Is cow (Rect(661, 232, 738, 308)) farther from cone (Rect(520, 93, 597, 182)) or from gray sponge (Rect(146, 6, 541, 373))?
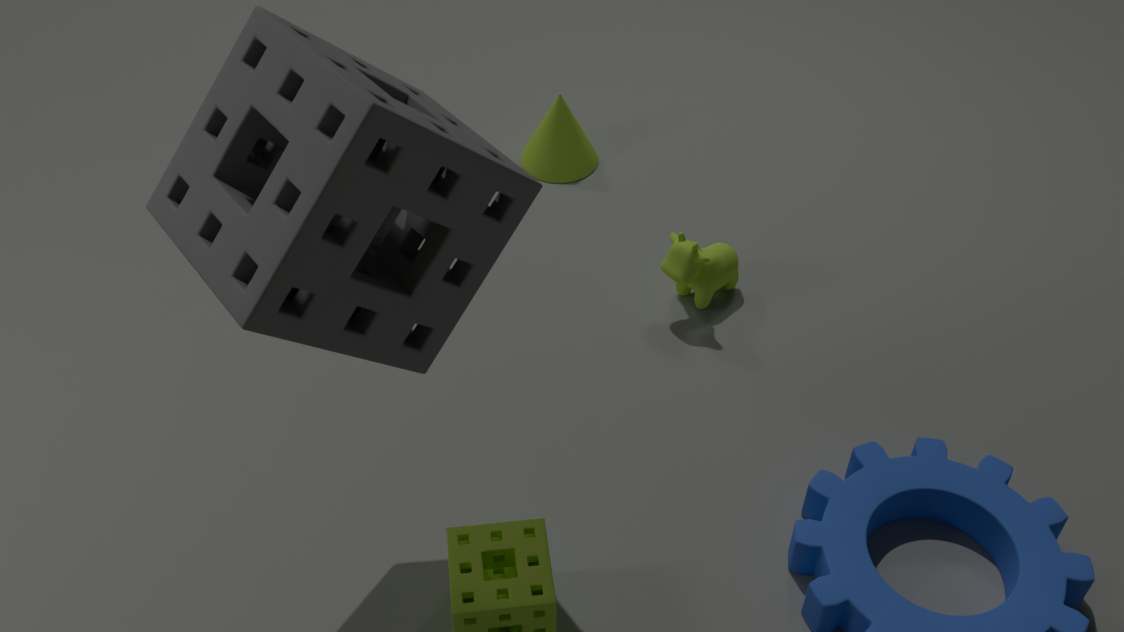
gray sponge (Rect(146, 6, 541, 373))
